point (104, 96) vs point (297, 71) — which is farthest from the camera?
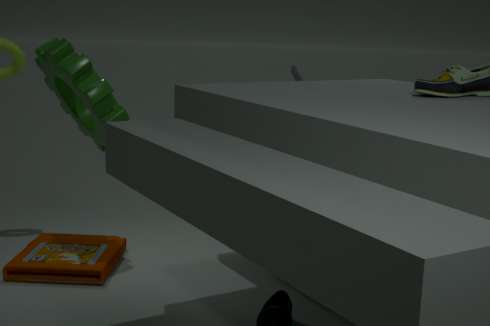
point (297, 71)
